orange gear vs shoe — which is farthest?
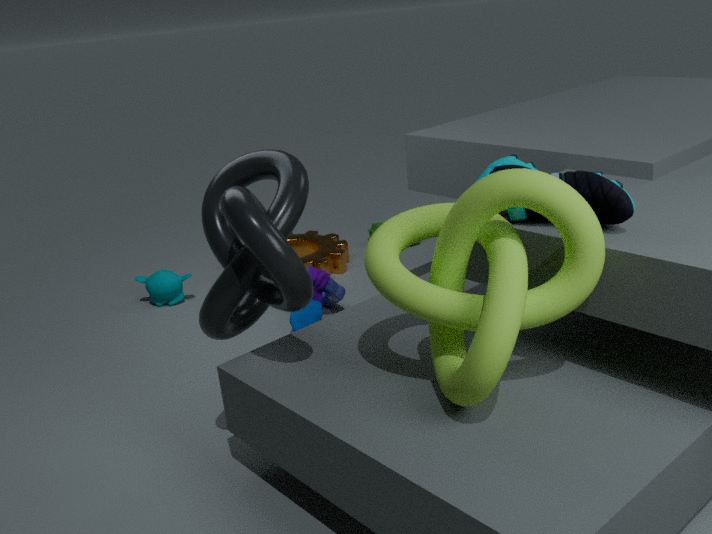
orange gear
